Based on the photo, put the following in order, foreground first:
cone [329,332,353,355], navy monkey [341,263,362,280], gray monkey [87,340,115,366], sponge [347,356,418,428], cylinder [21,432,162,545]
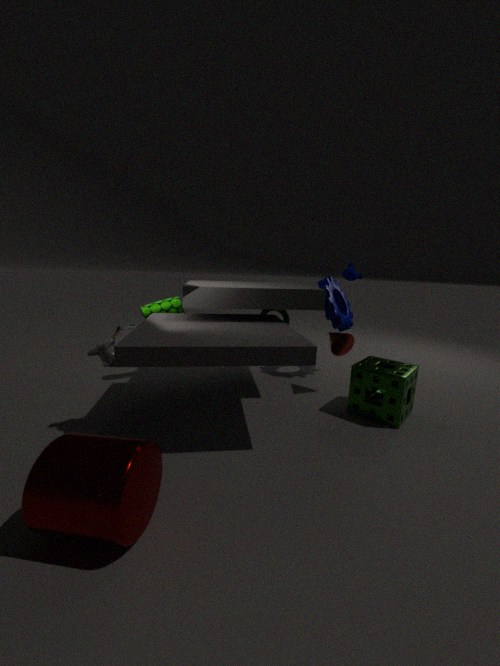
cylinder [21,432,162,545]
gray monkey [87,340,115,366]
sponge [347,356,418,428]
cone [329,332,353,355]
navy monkey [341,263,362,280]
